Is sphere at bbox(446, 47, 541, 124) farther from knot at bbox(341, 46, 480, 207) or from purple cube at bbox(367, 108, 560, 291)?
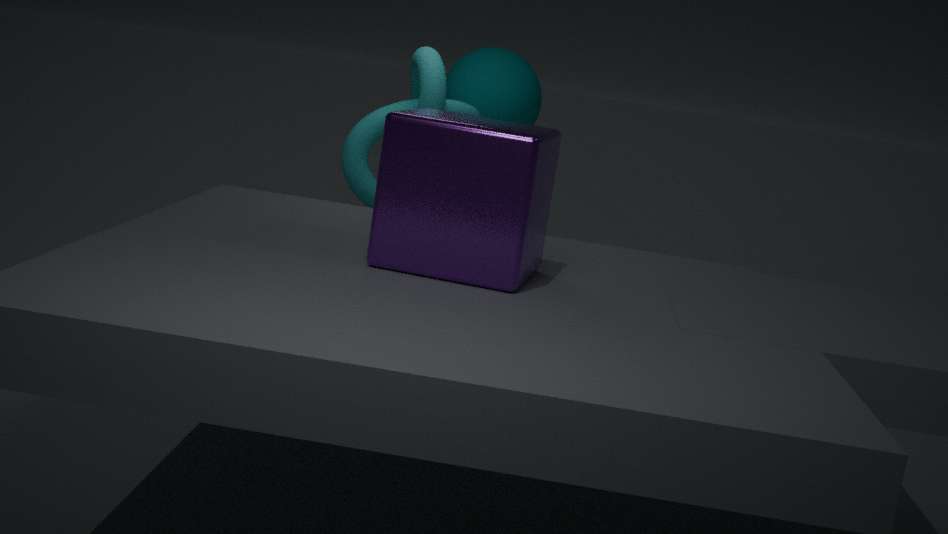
purple cube at bbox(367, 108, 560, 291)
